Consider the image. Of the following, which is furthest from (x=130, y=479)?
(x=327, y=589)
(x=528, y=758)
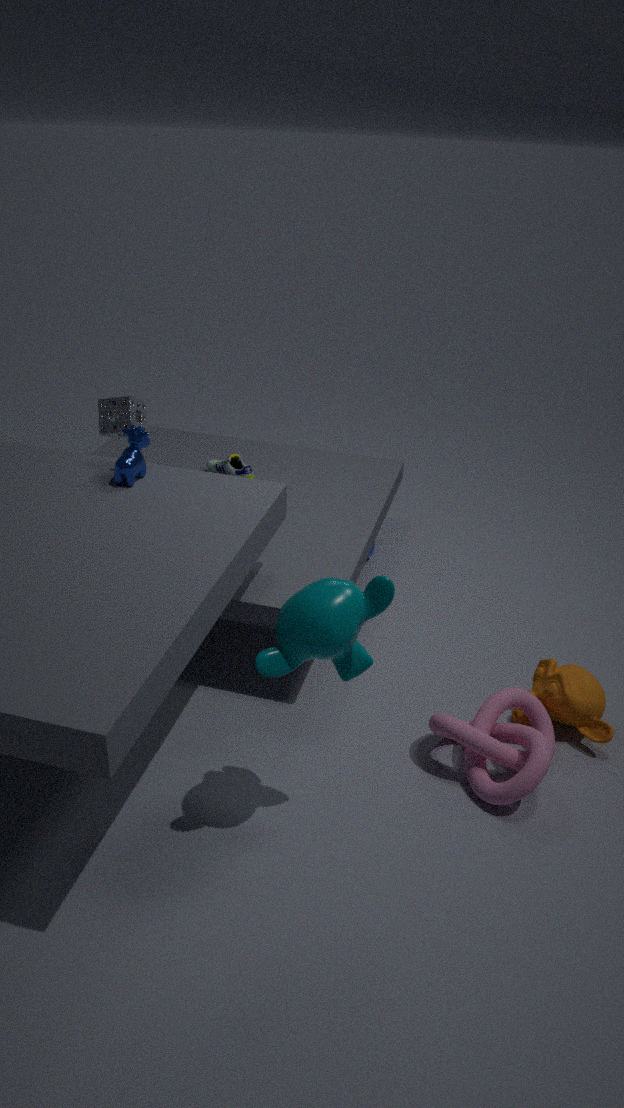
(x=528, y=758)
